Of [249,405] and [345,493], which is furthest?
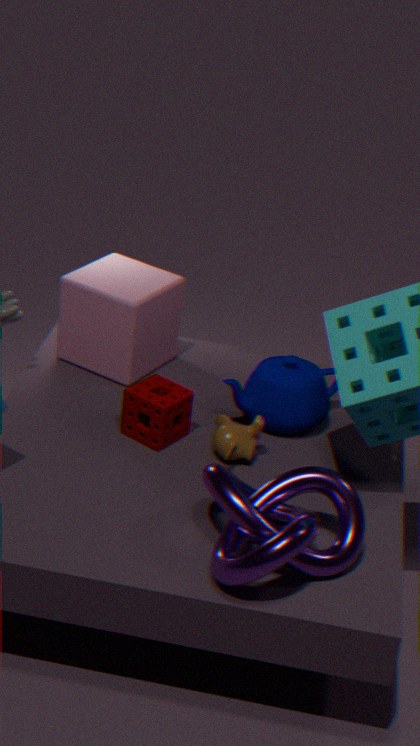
[249,405]
